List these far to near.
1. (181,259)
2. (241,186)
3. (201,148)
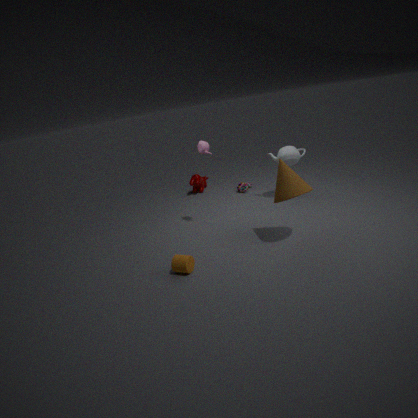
(241,186), (201,148), (181,259)
